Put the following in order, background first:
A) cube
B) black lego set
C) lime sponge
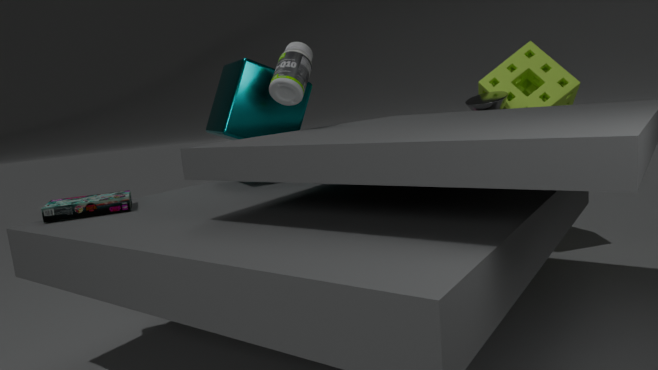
lime sponge < cube < black lego set
